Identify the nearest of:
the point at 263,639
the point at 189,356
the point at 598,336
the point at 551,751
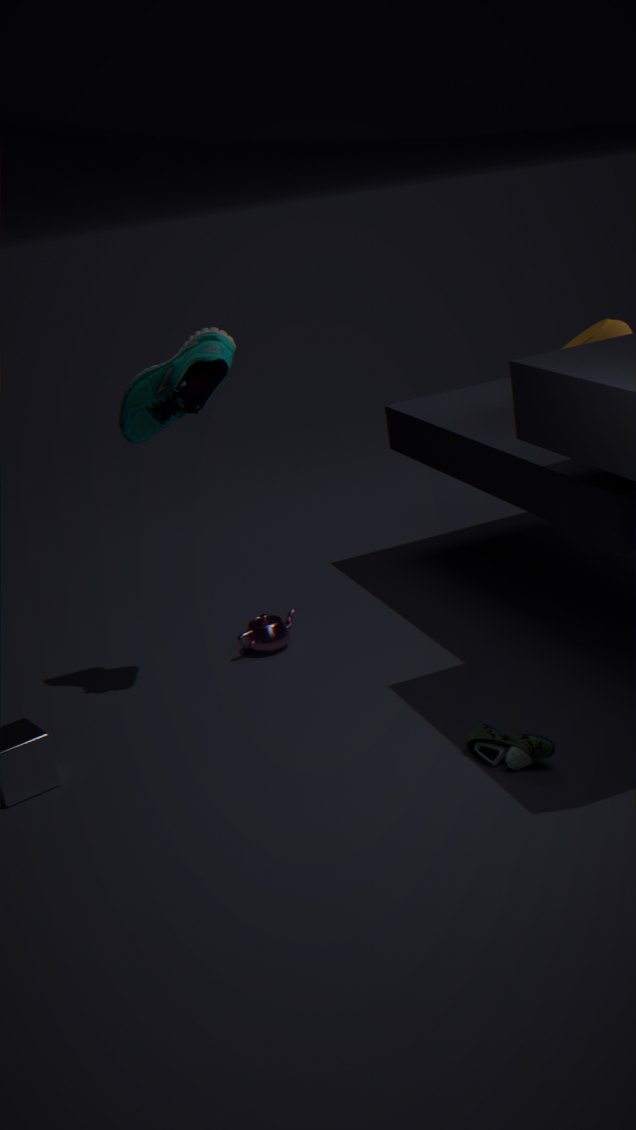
the point at 551,751
